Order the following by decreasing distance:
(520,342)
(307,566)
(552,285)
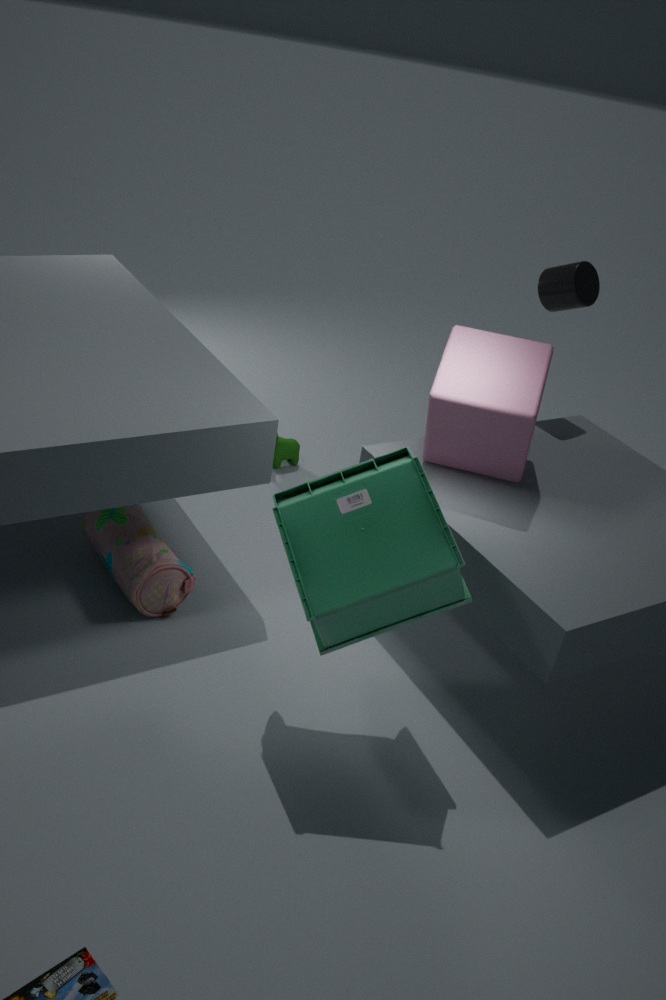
1. (552,285)
2. (520,342)
3. (307,566)
